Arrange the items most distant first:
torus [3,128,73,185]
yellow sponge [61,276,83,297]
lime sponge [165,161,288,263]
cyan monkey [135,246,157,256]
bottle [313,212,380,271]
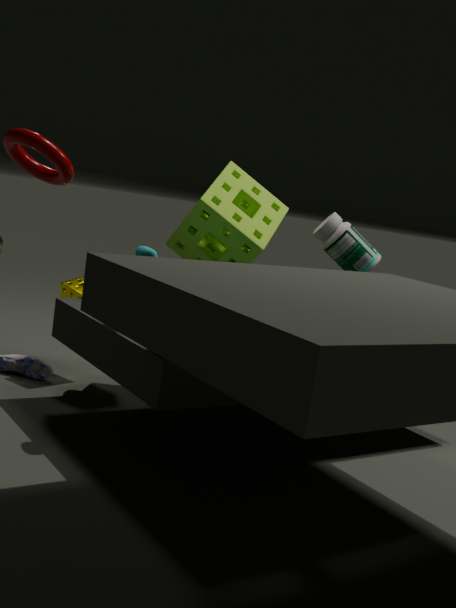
yellow sponge [61,276,83,297], bottle [313,212,380,271], lime sponge [165,161,288,263], cyan monkey [135,246,157,256], torus [3,128,73,185]
